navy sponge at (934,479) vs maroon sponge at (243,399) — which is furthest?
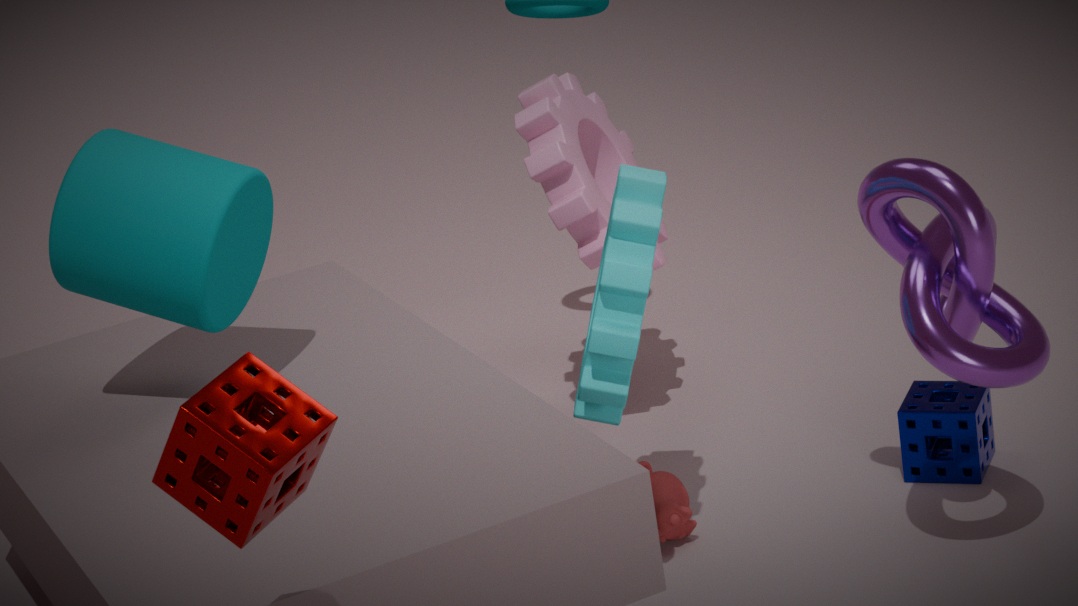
navy sponge at (934,479)
